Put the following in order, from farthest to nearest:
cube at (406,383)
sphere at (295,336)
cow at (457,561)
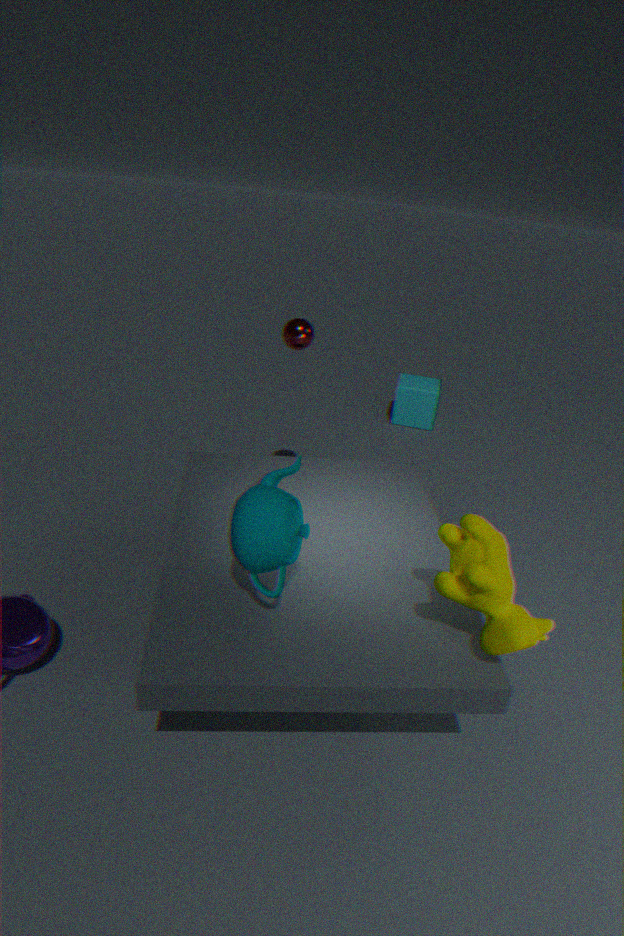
1. cube at (406,383)
2. sphere at (295,336)
3. cow at (457,561)
